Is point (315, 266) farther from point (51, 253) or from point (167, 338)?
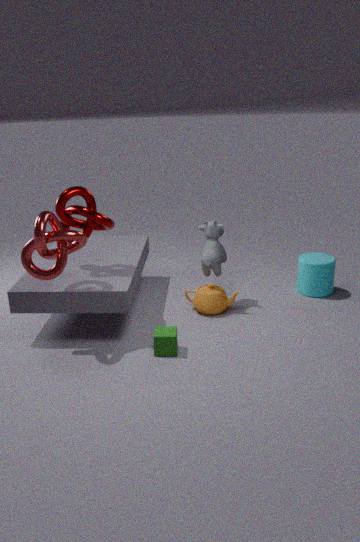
point (51, 253)
